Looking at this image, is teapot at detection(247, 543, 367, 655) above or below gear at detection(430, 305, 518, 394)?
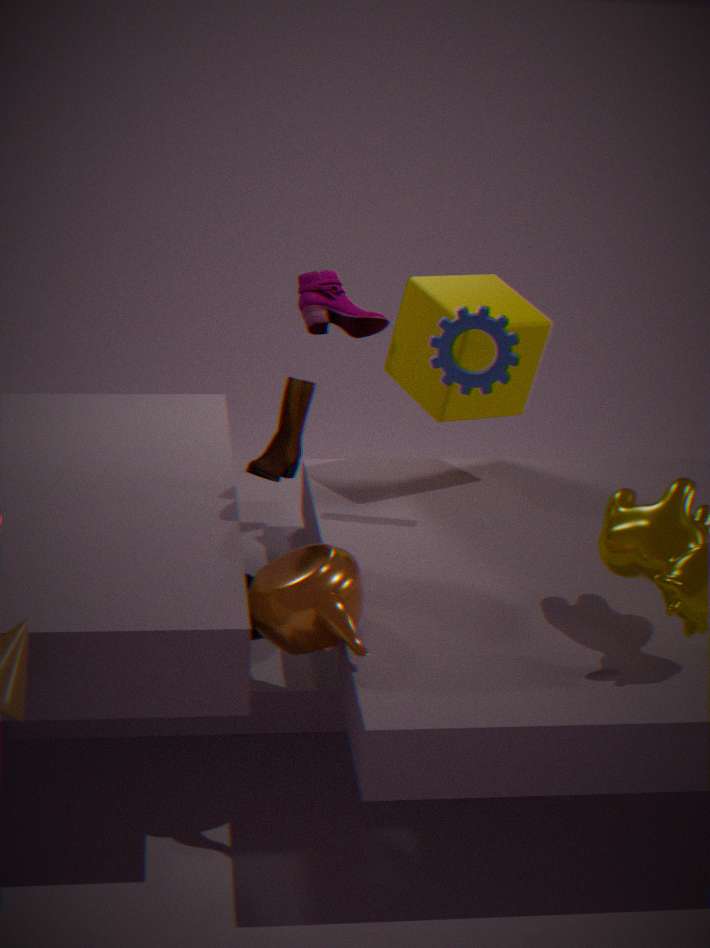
below
